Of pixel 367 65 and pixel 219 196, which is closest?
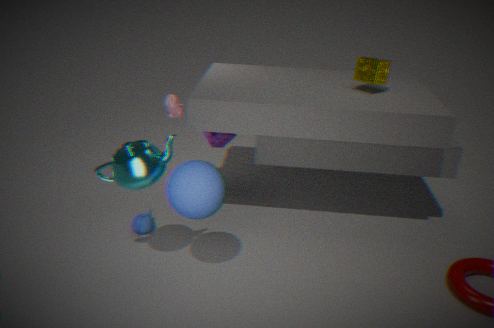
pixel 219 196
